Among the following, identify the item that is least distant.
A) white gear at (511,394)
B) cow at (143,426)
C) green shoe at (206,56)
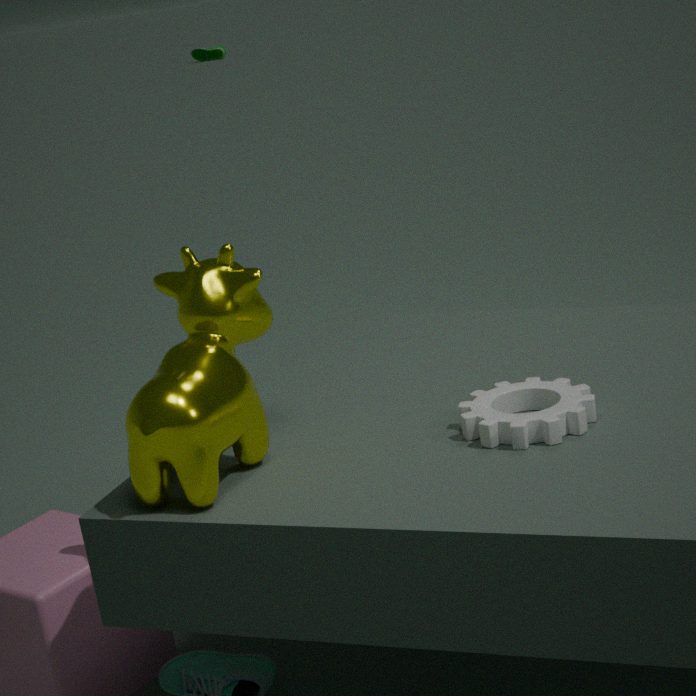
cow at (143,426)
